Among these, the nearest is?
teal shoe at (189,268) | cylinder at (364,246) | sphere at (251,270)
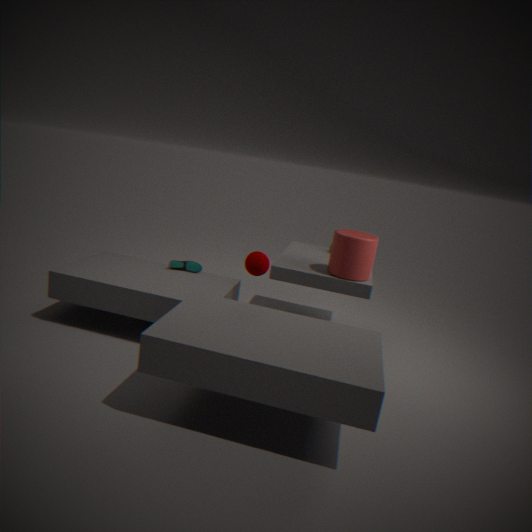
sphere at (251,270)
